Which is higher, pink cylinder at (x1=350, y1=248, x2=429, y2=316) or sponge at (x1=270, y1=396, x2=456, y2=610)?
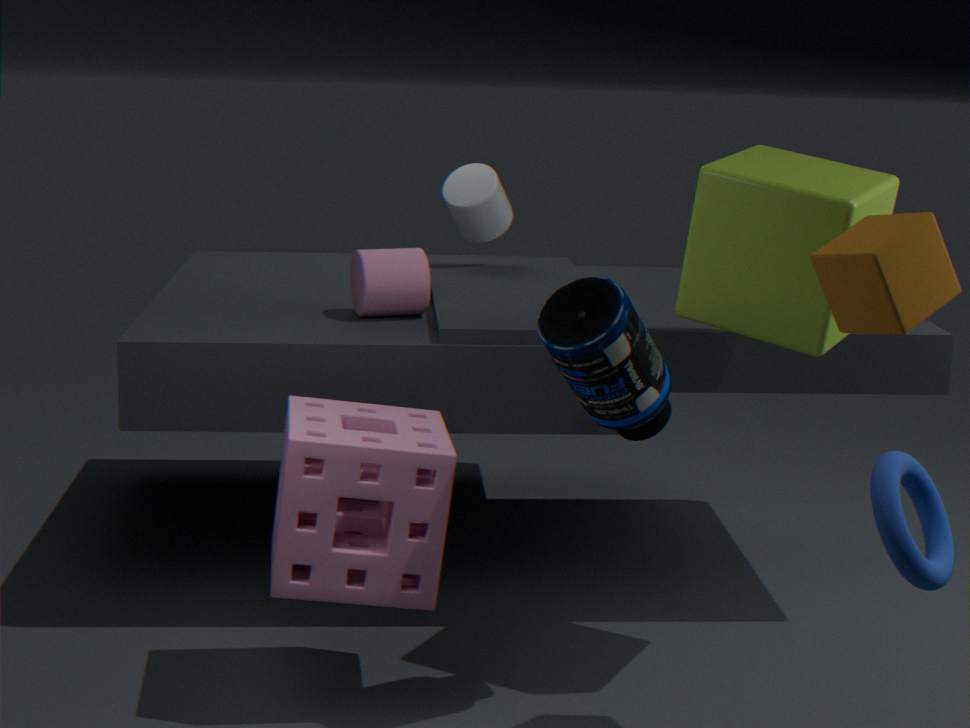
pink cylinder at (x1=350, y1=248, x2=429, y2=316)
